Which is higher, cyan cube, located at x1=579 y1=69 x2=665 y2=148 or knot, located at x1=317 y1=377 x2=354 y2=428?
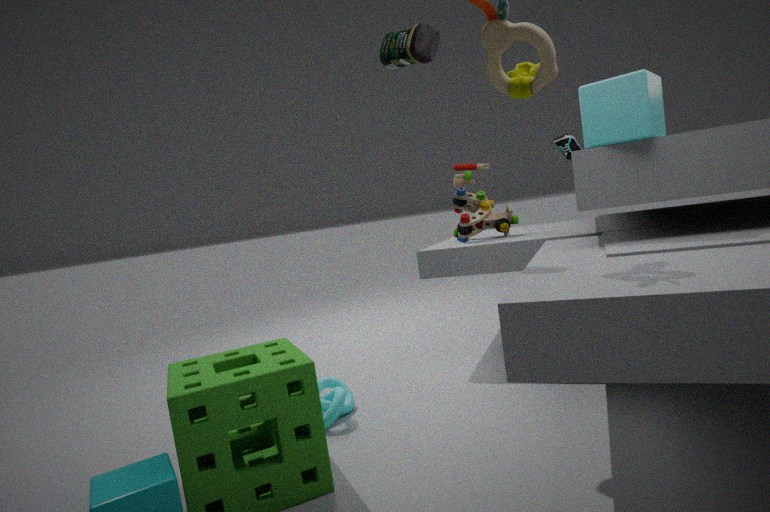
cyan cube, located at x1=579 y1=69 x2=665 y2=148
